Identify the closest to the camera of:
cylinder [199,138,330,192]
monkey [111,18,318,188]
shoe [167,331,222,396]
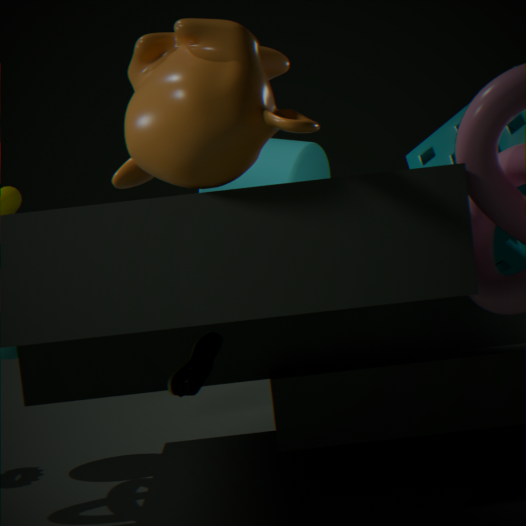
monkey [111,18,318,188]
